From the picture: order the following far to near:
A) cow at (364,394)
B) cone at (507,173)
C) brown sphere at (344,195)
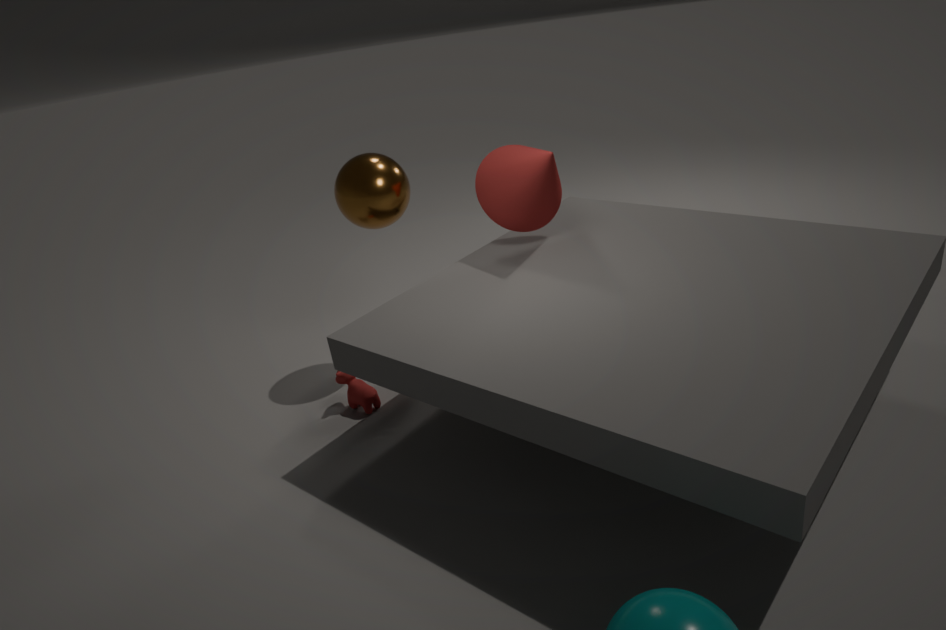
brown sphere at (344,195) < cow at (364,394) < cone at (507,173)
